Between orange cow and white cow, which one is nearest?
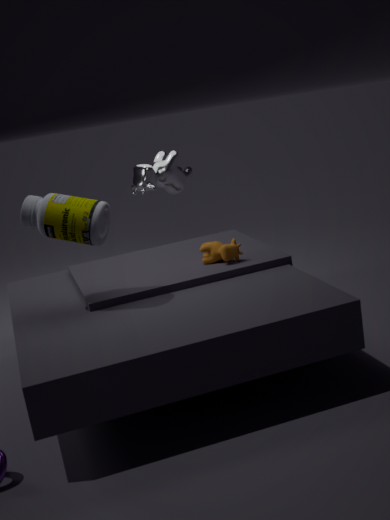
orange cow
